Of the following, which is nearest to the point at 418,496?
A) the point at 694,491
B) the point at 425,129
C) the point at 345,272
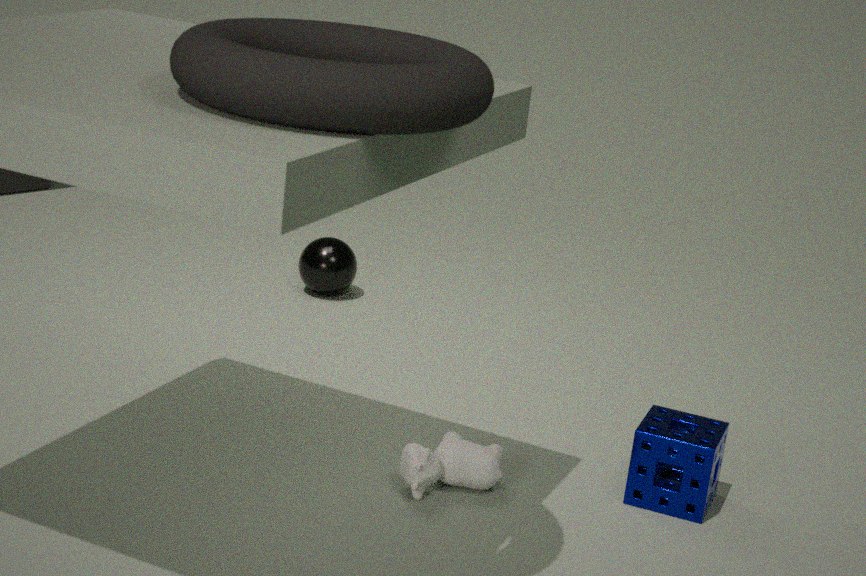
the point at 694,491
